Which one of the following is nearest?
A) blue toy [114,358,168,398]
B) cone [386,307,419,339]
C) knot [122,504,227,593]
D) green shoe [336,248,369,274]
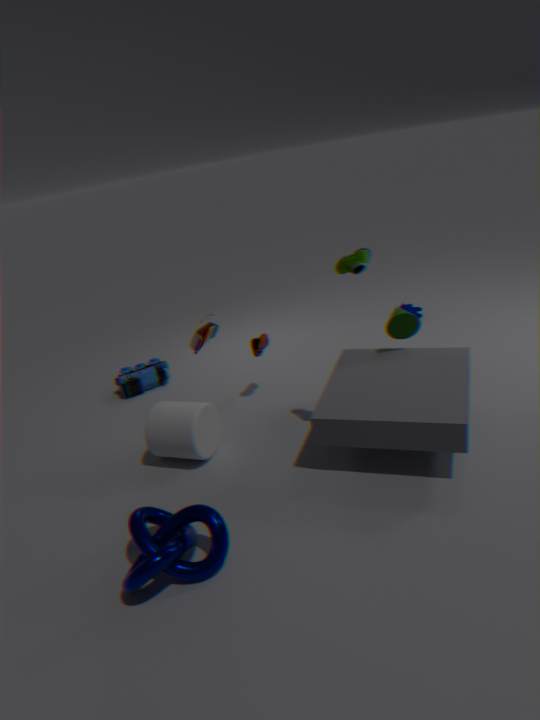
C. knot [122,504,227,593]
